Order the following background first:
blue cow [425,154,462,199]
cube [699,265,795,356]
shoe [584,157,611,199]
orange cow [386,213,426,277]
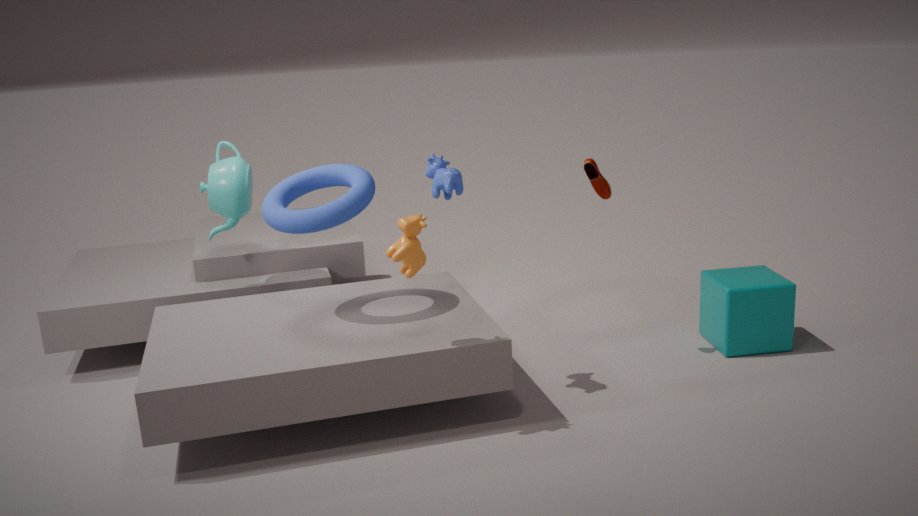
cube [699,265,795,356]
shoe [584,157,611,199]
blue cow [425,154,462,199]
orange cow [386,213,426,277]
